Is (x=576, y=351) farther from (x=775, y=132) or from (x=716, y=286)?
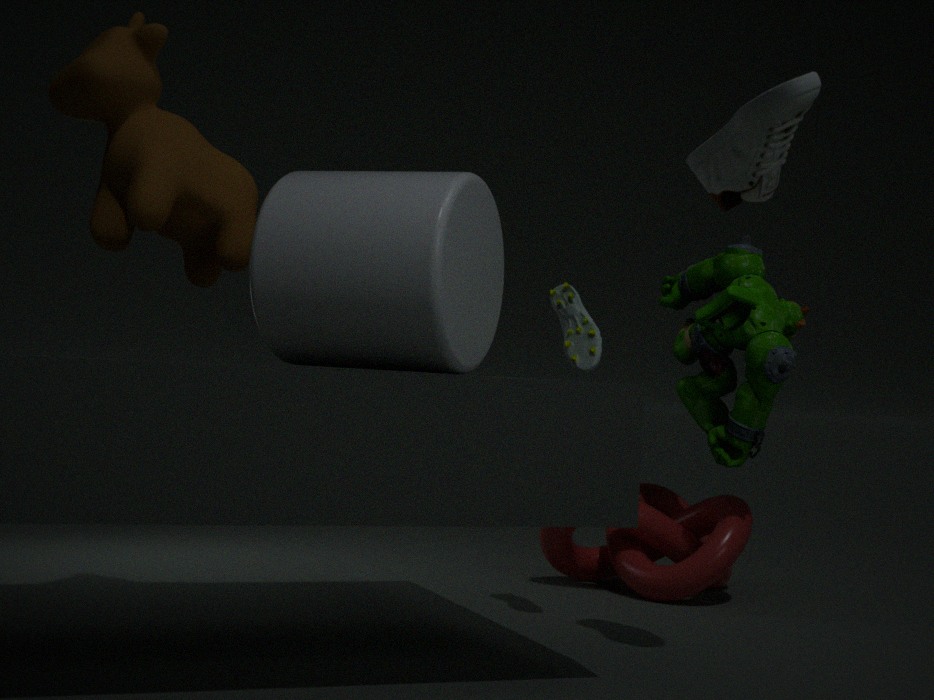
(x=775, y=132)
